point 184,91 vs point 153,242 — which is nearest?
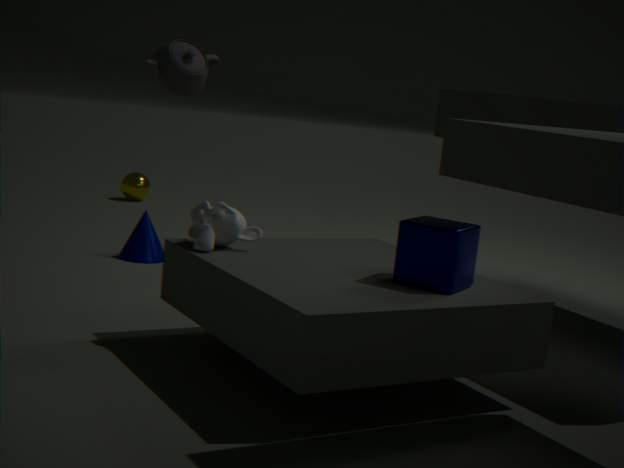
point 184,91
